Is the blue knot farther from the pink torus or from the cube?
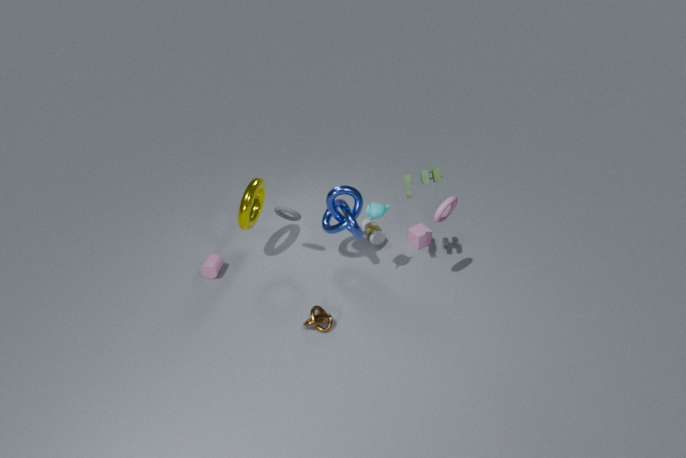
the pink torus
